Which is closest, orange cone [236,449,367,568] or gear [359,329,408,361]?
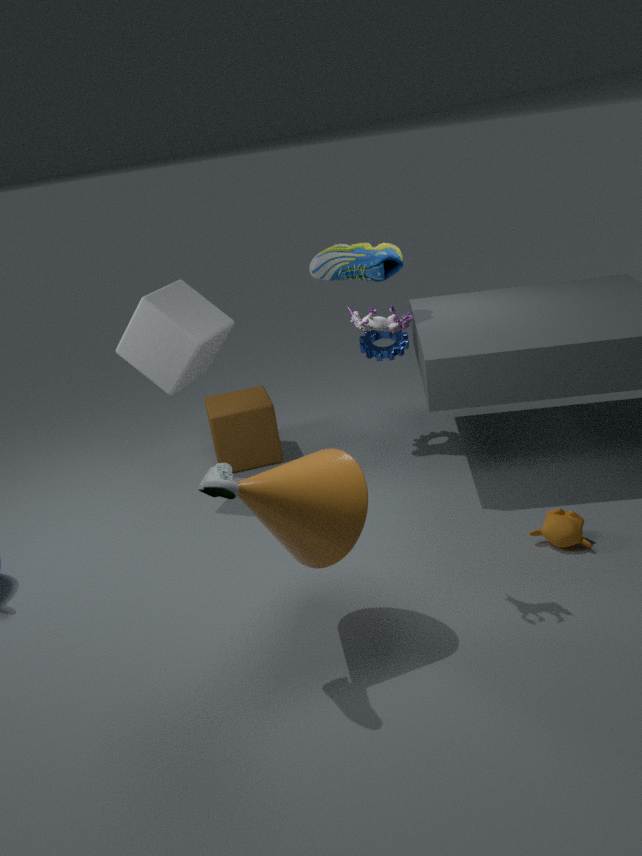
orange cone [236,449,367,568]
